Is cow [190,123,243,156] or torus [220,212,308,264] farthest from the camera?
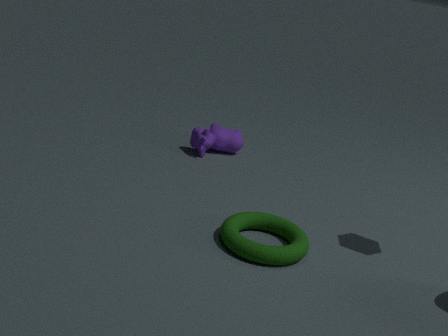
cow [190,123,243,156]
